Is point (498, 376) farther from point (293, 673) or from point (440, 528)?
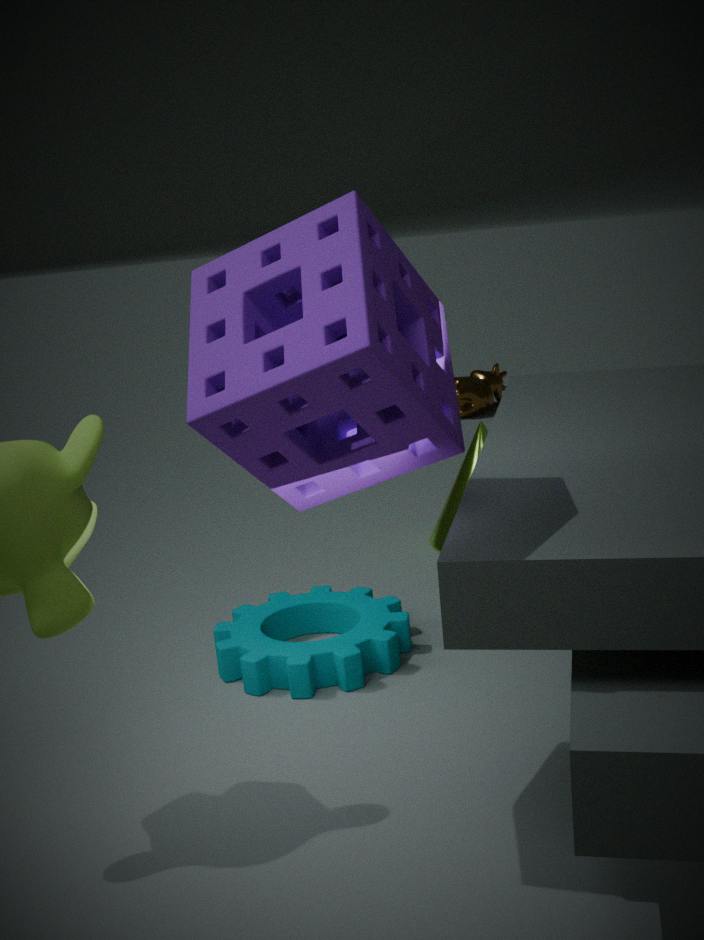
point (293, 673)
